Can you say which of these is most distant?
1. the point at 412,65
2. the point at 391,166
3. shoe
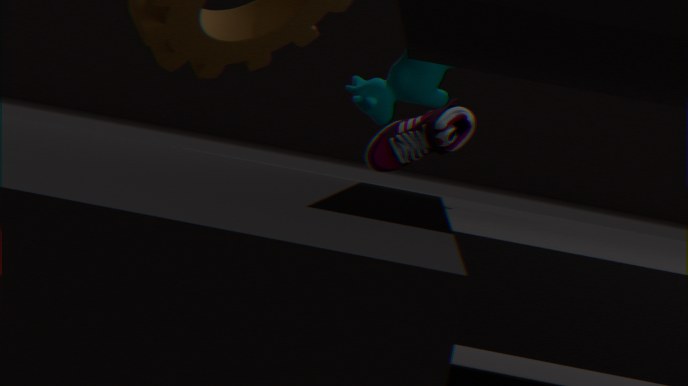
the point at 391,166
